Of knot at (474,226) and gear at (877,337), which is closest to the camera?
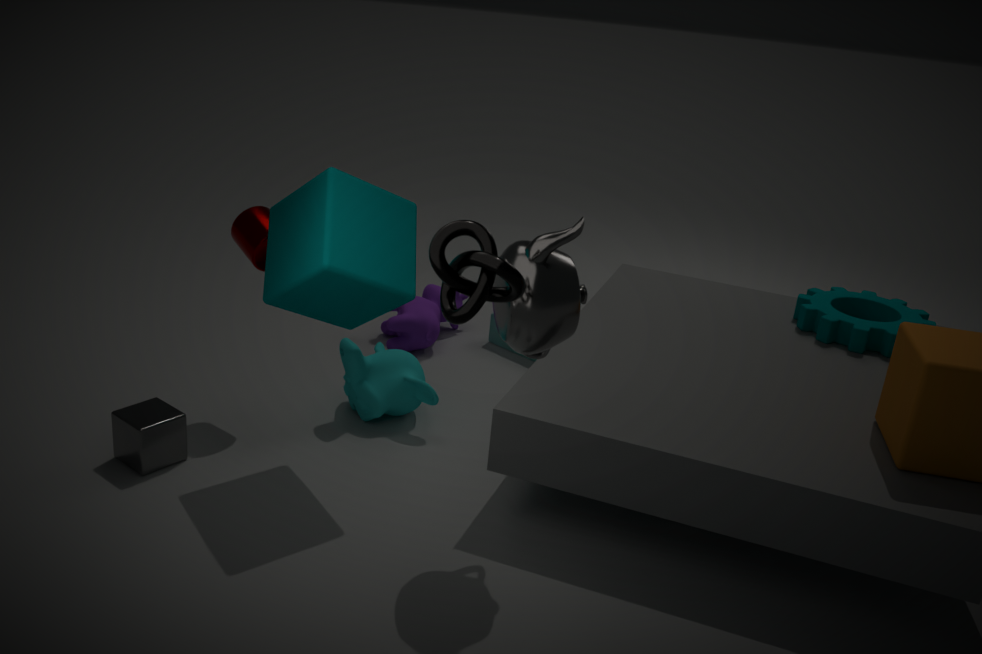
knot at (474,226)
